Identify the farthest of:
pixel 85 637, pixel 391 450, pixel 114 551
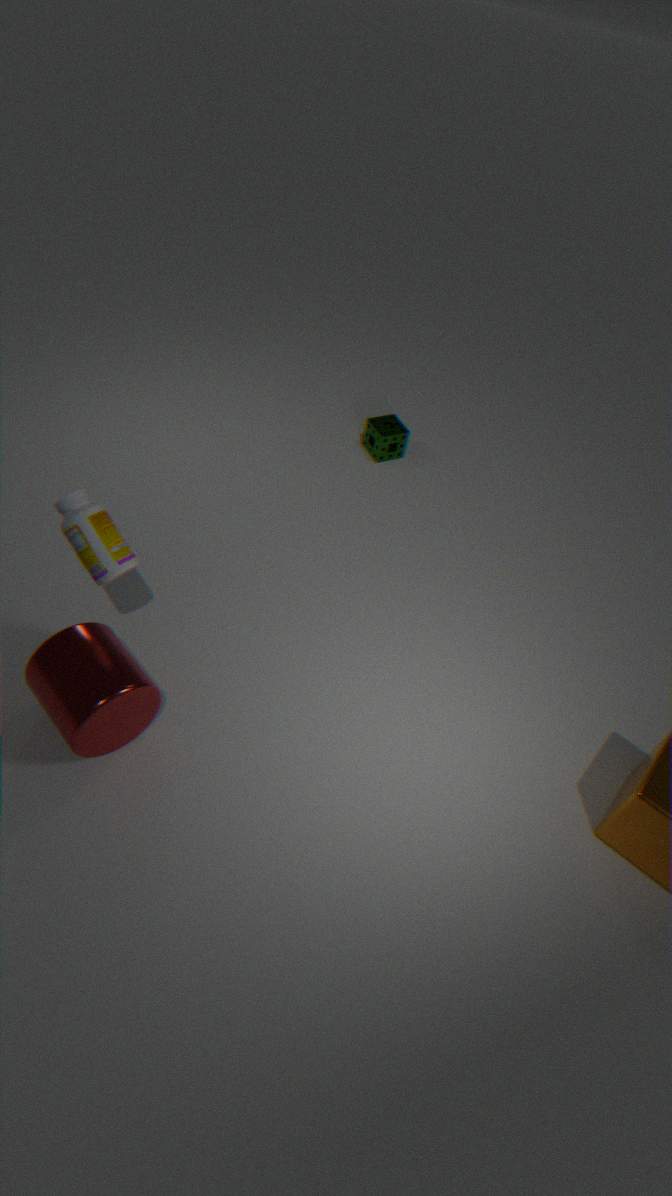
pixel 391 450
